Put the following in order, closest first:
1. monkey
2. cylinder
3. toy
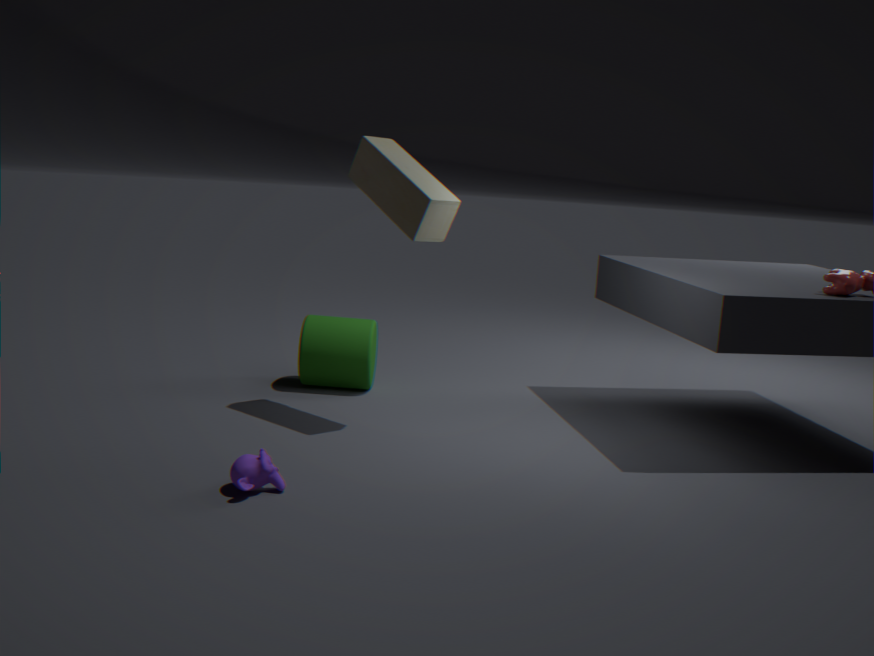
monkey < toy < cylinder
